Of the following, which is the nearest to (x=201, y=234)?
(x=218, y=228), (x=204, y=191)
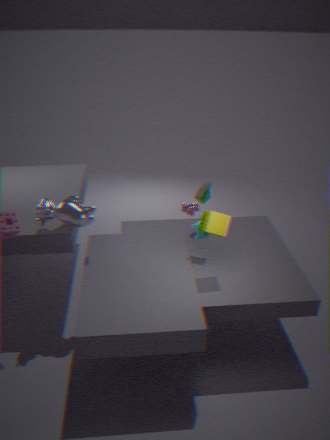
(x=218, y=228)
